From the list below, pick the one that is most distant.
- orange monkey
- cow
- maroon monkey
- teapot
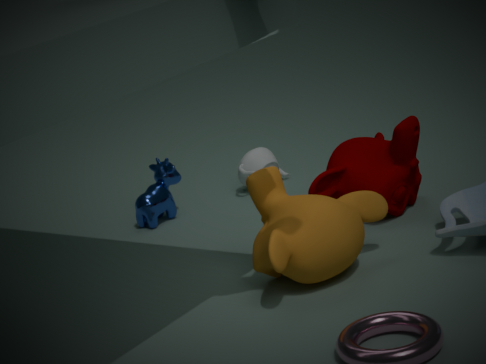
teapot
